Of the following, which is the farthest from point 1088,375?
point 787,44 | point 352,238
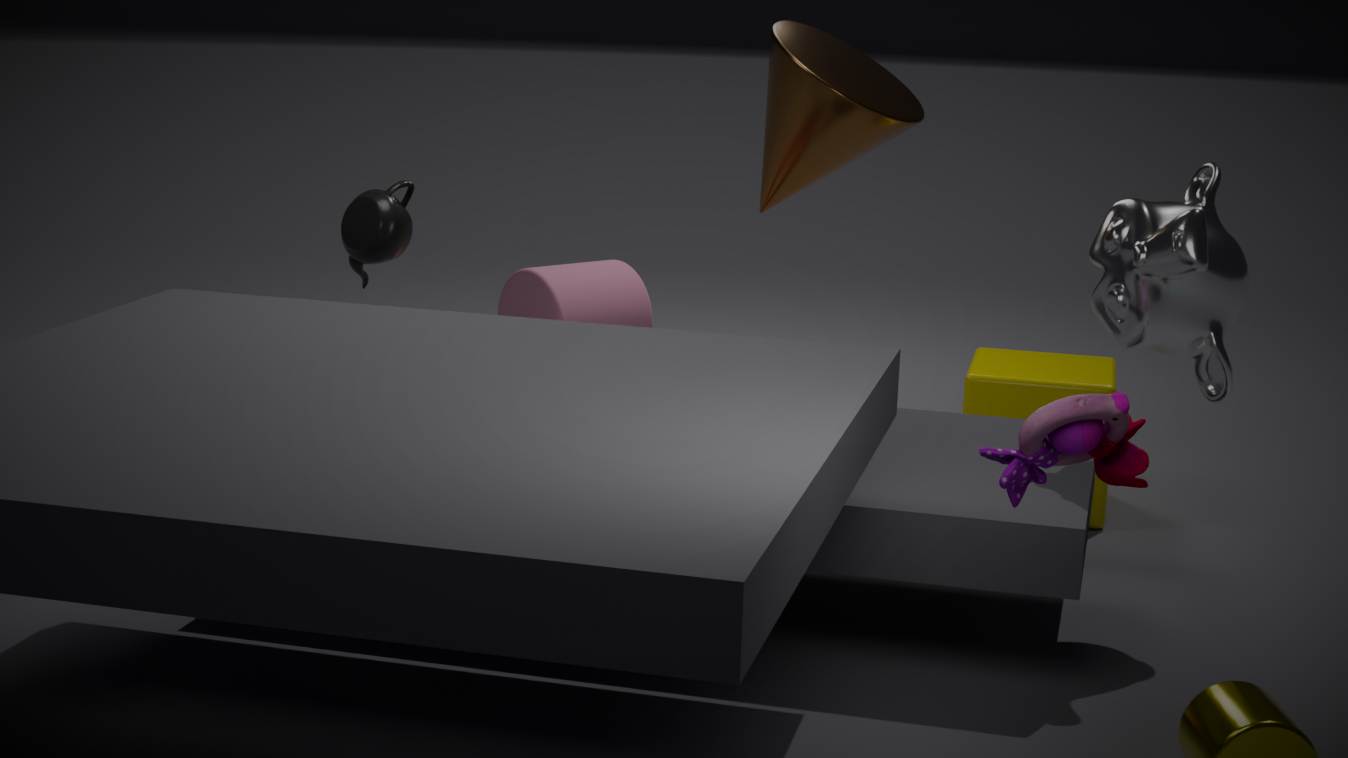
point 352,238
